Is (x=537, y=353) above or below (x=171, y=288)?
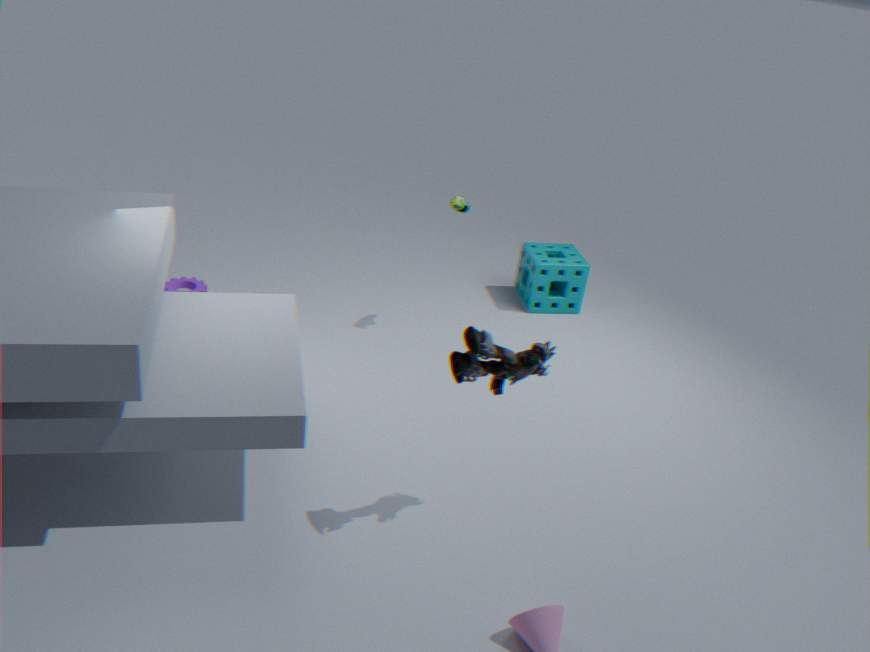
above
